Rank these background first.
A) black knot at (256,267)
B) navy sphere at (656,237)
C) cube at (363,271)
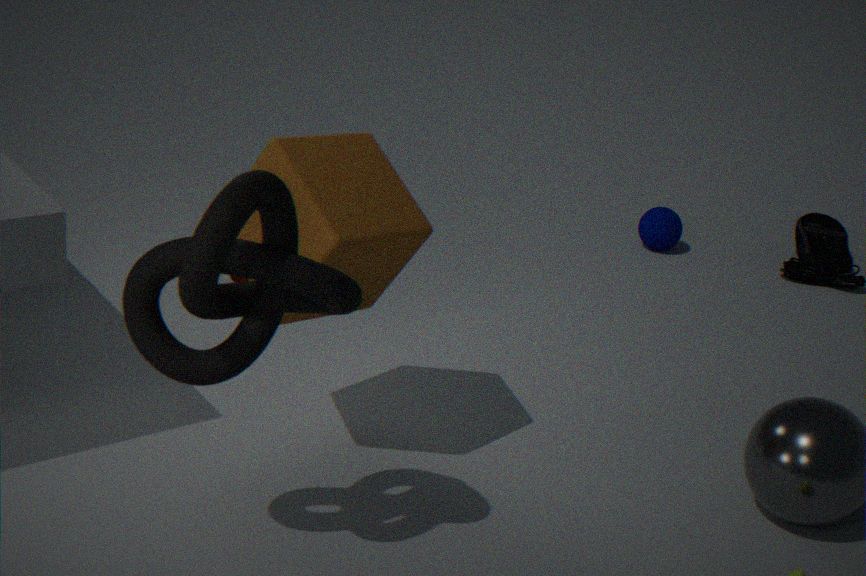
navy sphere at (656,237), cube at (363,271), black knot at (256,267)
